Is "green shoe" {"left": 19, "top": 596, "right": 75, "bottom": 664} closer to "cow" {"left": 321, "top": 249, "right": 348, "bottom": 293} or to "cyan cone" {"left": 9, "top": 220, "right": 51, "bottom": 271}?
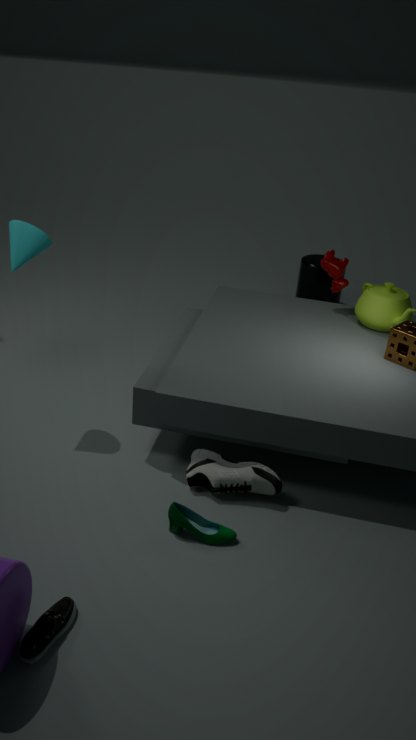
"cyan cone" {"left": 9, "top": 220, "right": 51, "bottom": 271}
